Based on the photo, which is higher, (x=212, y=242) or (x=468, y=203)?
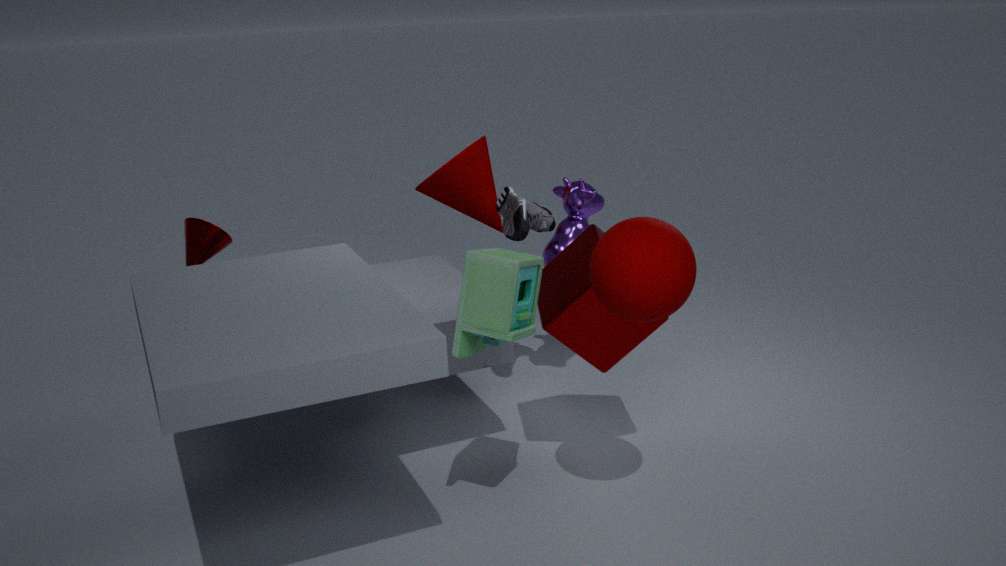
(x=468, y=203)
